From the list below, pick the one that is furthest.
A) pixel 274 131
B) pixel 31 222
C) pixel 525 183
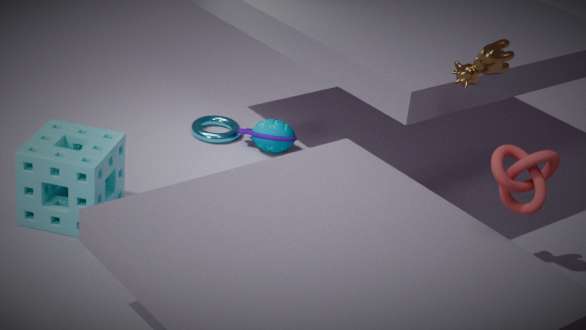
pixel 274 131
